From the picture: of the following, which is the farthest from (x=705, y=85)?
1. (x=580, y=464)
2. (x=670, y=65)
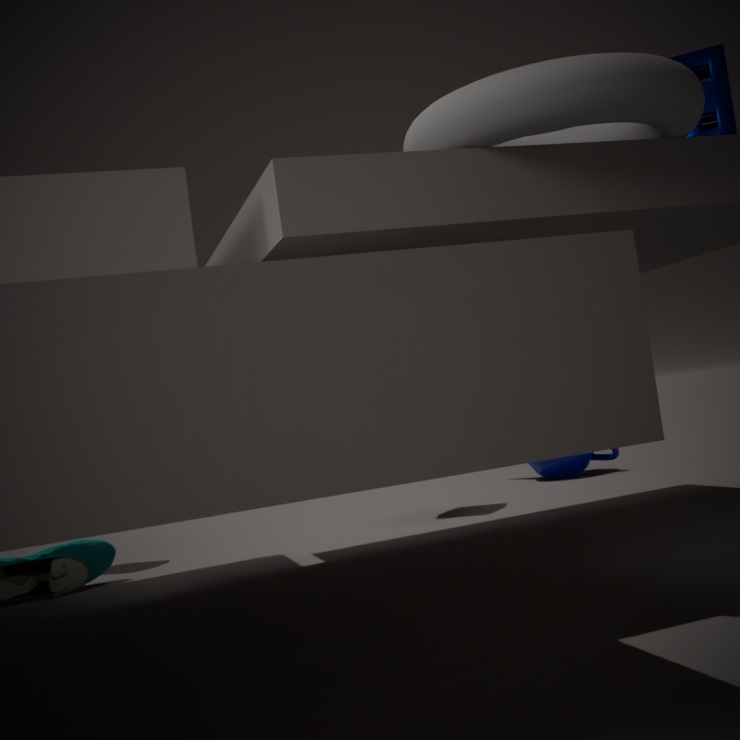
(x=580, y=464)
